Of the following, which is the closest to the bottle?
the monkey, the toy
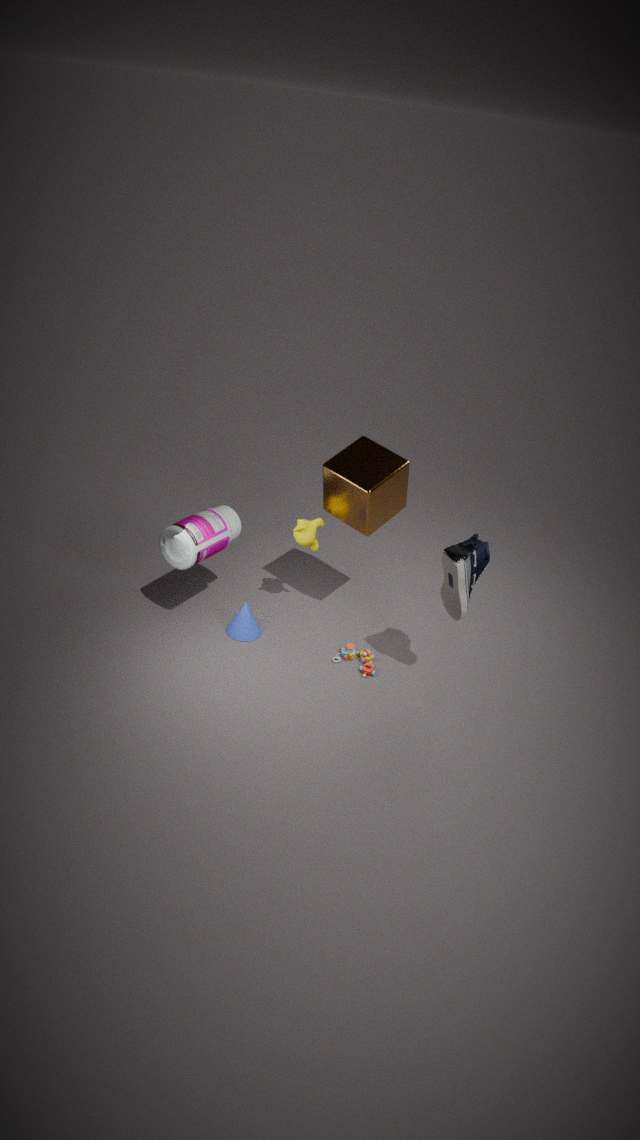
the monkey
